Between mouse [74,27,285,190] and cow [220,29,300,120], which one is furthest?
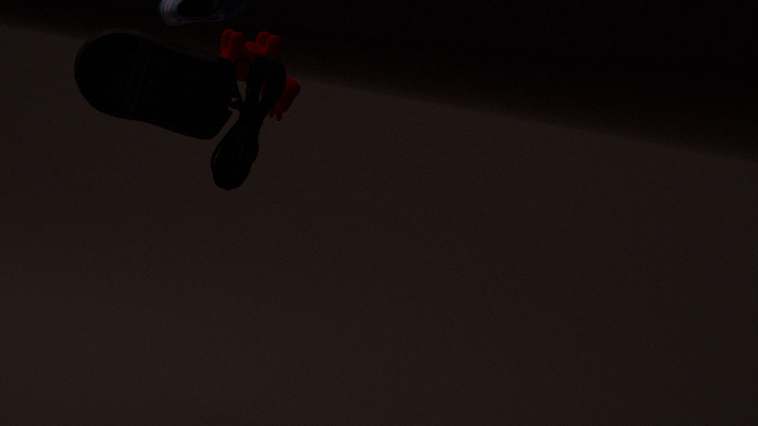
cow [220,29,300,120]
